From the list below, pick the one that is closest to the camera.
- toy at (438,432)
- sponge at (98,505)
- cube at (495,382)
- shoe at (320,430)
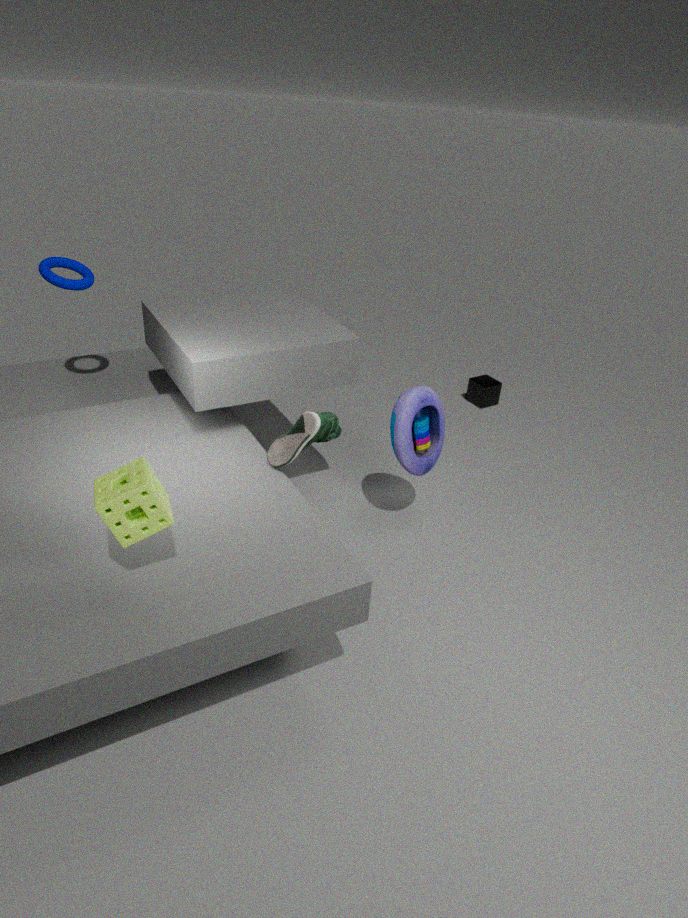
sponge at (98,505)
